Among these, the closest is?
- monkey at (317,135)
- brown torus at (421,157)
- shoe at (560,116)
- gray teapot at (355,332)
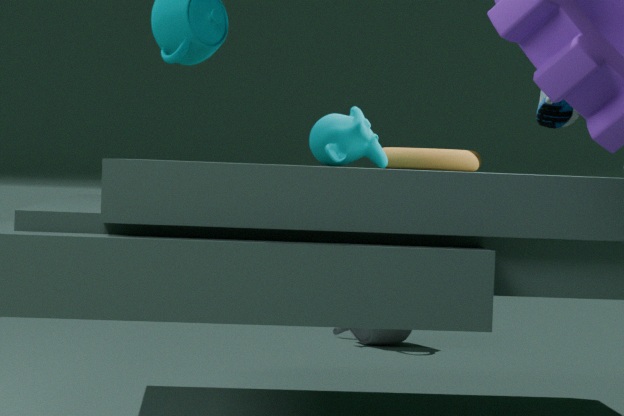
monkey at (317,135)
